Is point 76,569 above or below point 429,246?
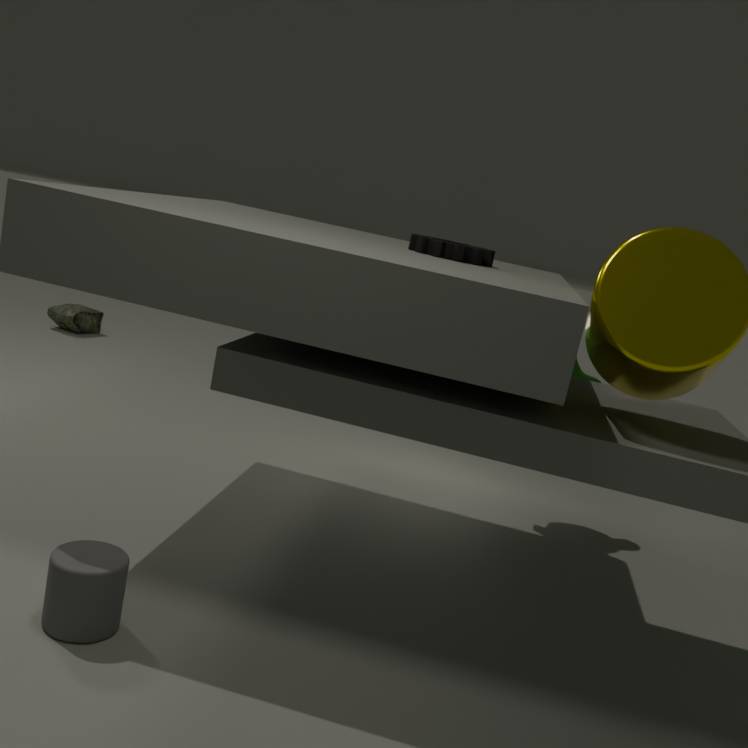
below
